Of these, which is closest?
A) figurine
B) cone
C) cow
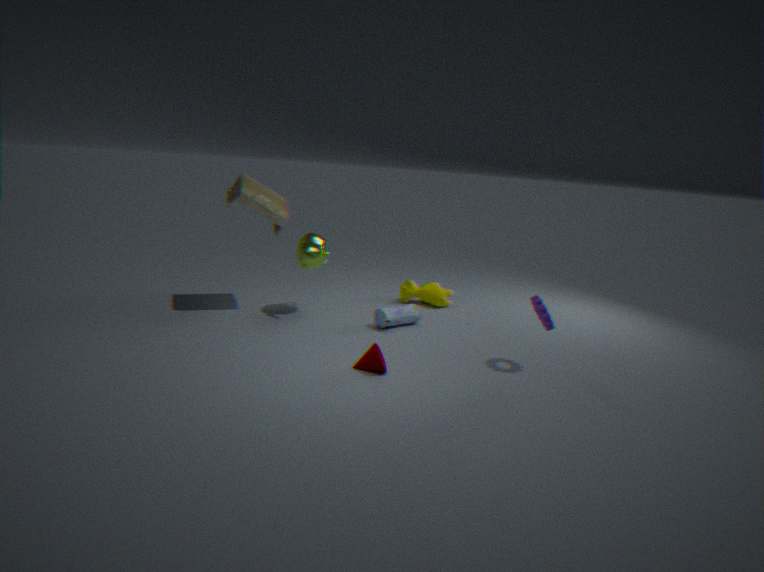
cone
